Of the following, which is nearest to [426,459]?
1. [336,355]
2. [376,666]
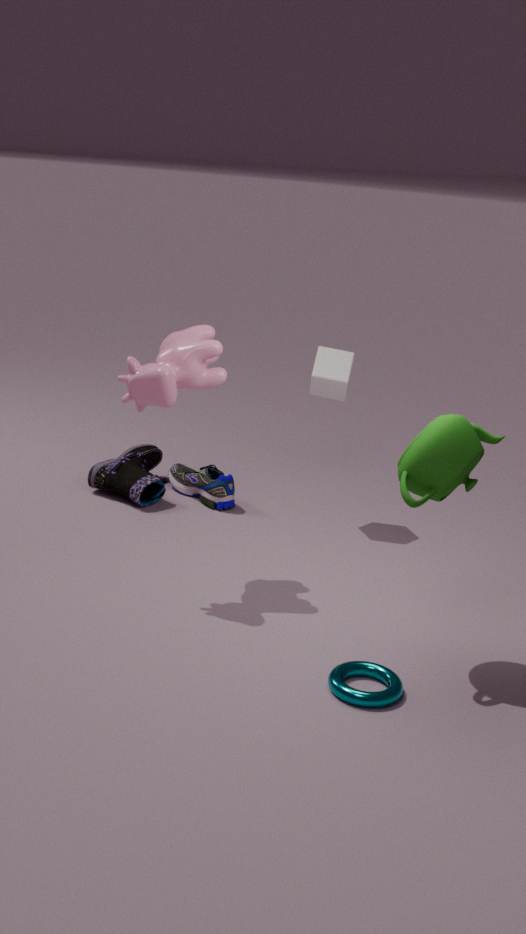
[376,666]
